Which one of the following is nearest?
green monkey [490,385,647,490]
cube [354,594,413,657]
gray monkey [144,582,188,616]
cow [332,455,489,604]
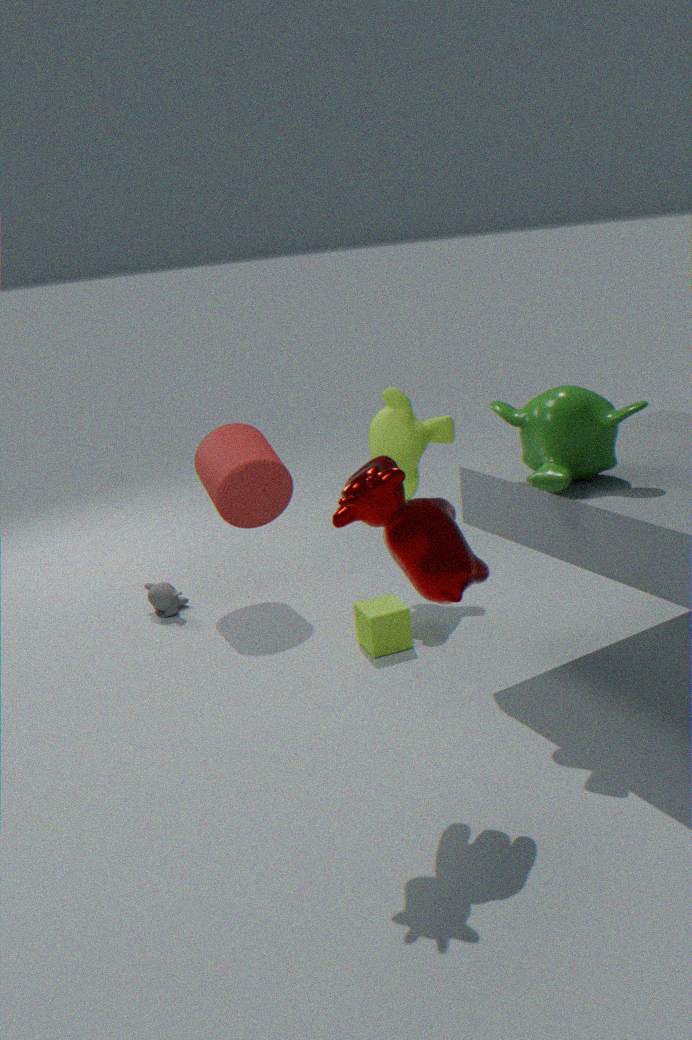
cow [332,455,489,604]
